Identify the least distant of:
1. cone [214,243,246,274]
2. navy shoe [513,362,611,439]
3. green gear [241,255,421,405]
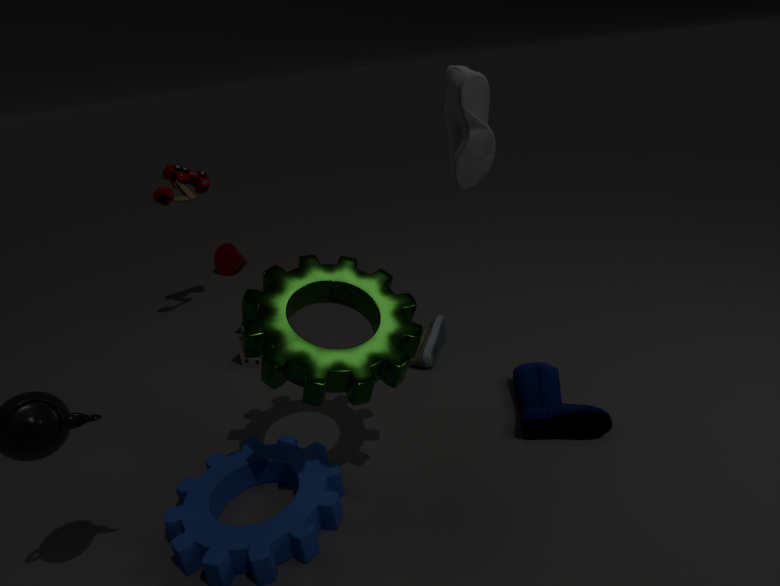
green gear [241,255,421,405]
